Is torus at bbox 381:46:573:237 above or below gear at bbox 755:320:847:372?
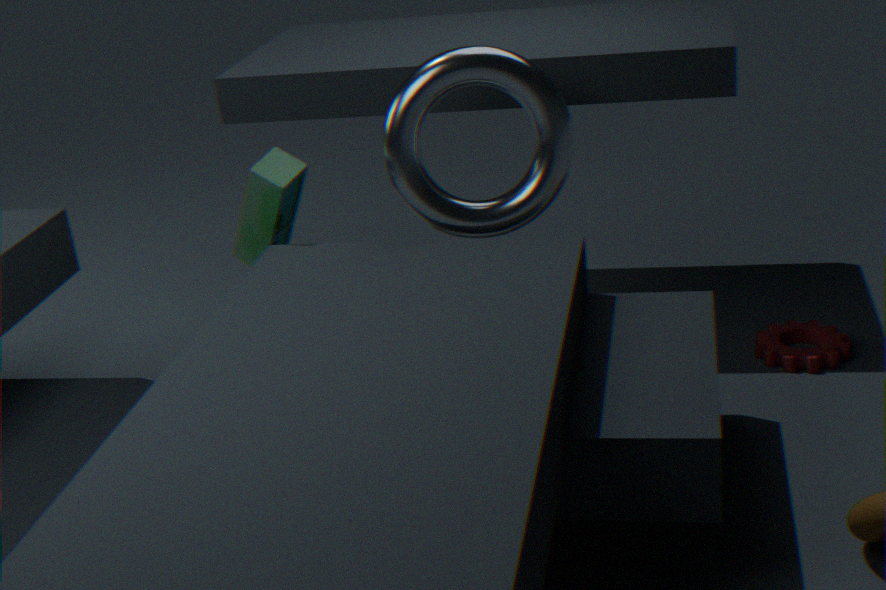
above
